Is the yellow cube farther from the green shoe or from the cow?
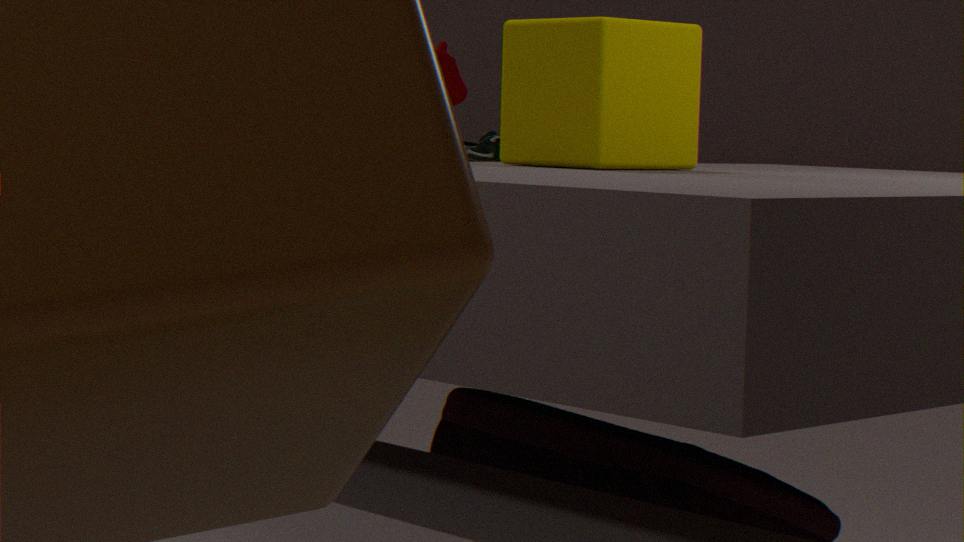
the cow
